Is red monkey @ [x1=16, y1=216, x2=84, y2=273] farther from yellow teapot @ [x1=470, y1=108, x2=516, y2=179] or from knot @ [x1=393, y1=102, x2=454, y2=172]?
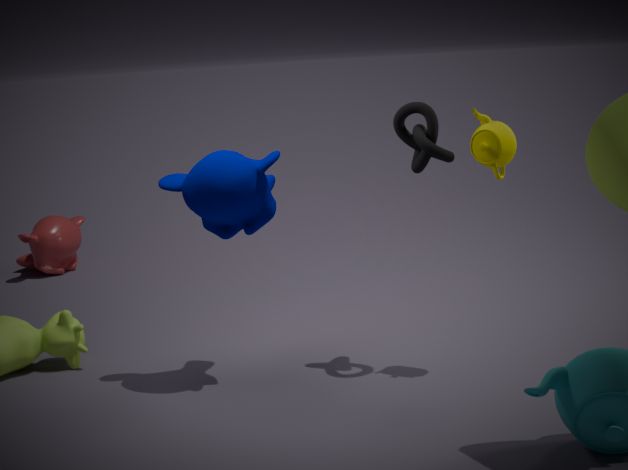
yellow teapot @ [x1=470, y1=108, x2=516, y2=179]
